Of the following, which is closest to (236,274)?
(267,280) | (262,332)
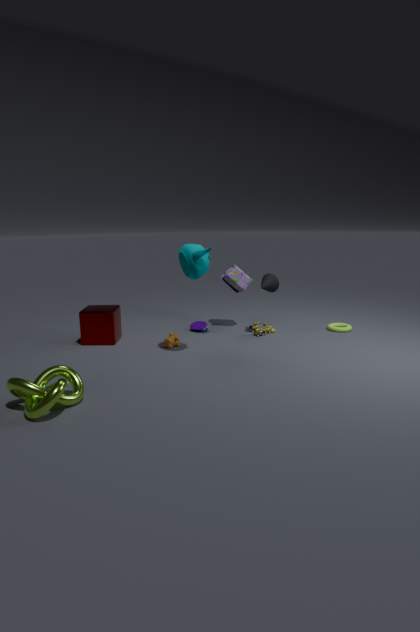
(267,280)
